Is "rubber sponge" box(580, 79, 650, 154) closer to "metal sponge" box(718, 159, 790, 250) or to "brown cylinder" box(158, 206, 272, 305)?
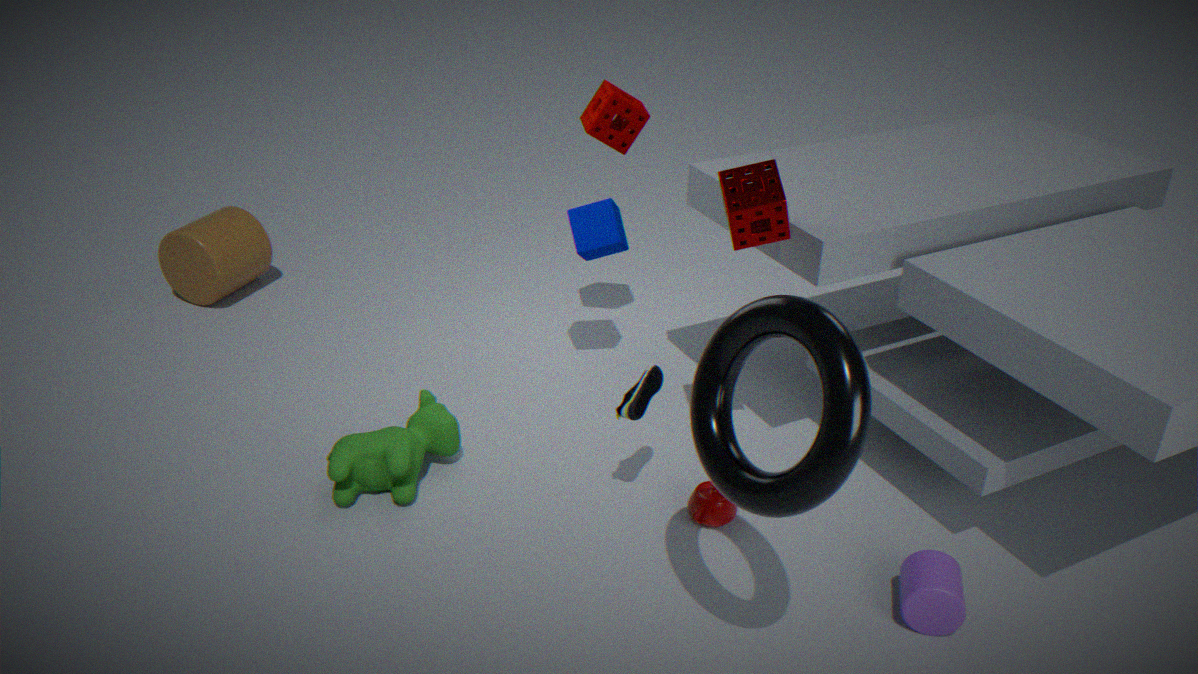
"metal sponge" box(718, 159, 790, 250)
